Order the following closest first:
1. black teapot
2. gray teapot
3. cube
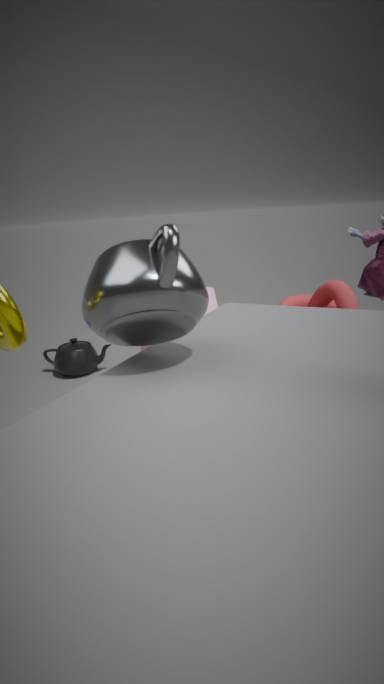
gray teapot → cube → black teapot
